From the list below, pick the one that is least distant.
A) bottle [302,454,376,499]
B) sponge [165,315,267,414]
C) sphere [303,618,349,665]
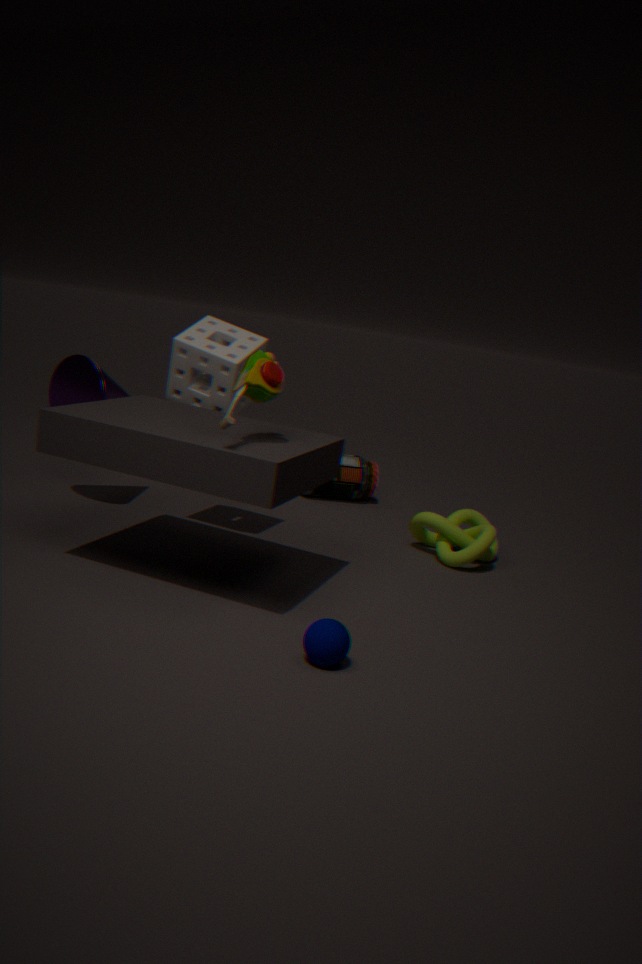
sphere [303,618,349,665]
